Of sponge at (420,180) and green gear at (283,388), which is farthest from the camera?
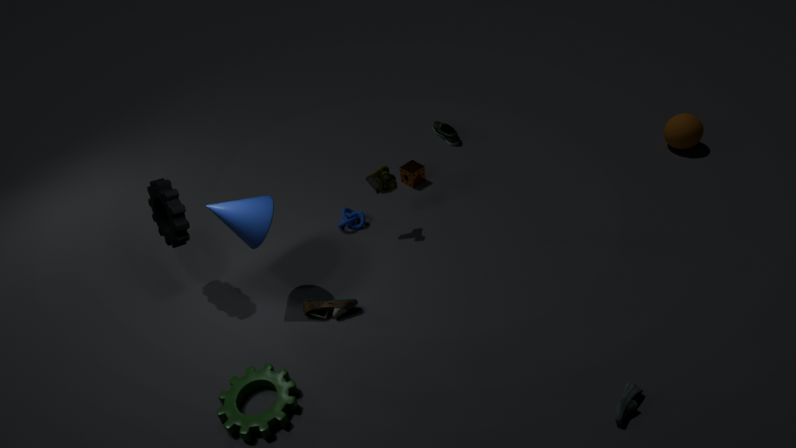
sponge at (420,180)
